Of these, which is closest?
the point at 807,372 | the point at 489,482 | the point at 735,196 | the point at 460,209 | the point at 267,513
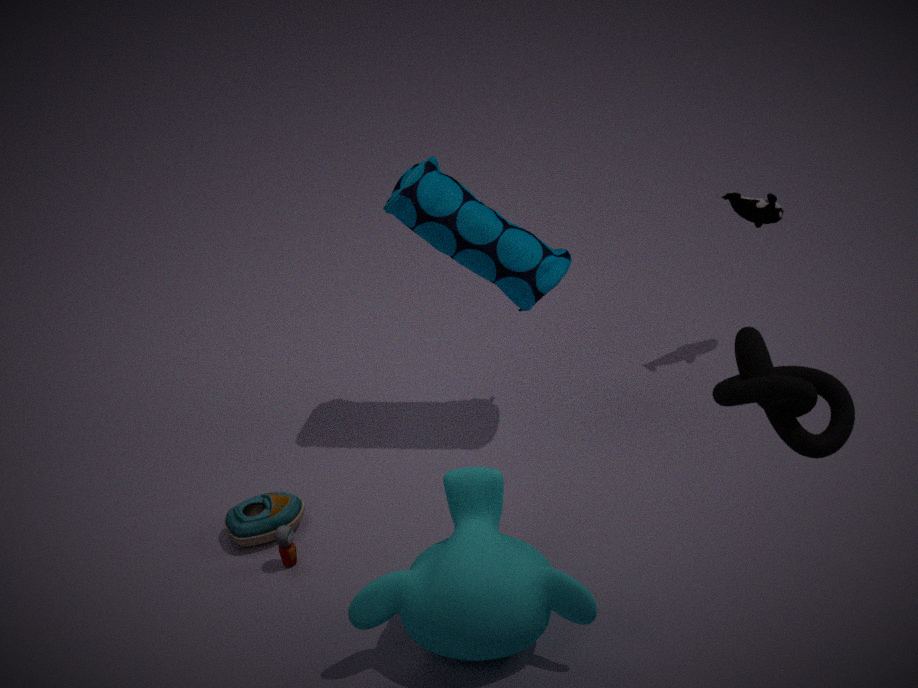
the point at 807,372
